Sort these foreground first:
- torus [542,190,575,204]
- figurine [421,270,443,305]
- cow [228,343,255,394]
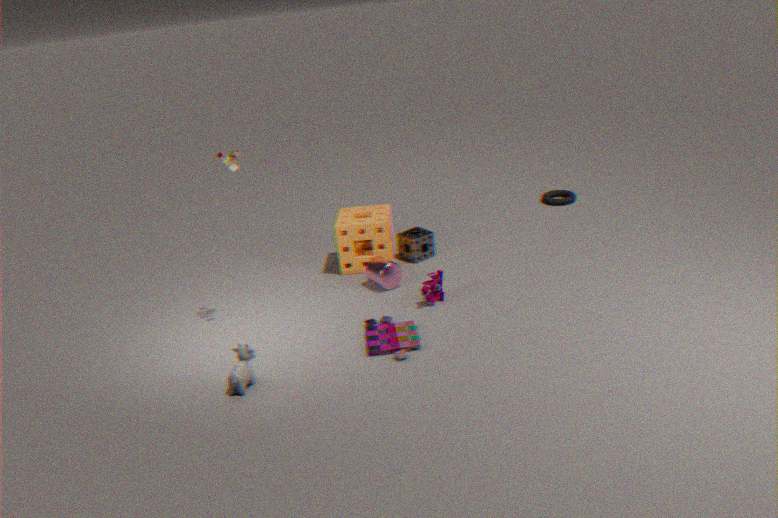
cow [228,343,255,394]
figurine [421,270,443,305]
torus [542,190,575,204]
